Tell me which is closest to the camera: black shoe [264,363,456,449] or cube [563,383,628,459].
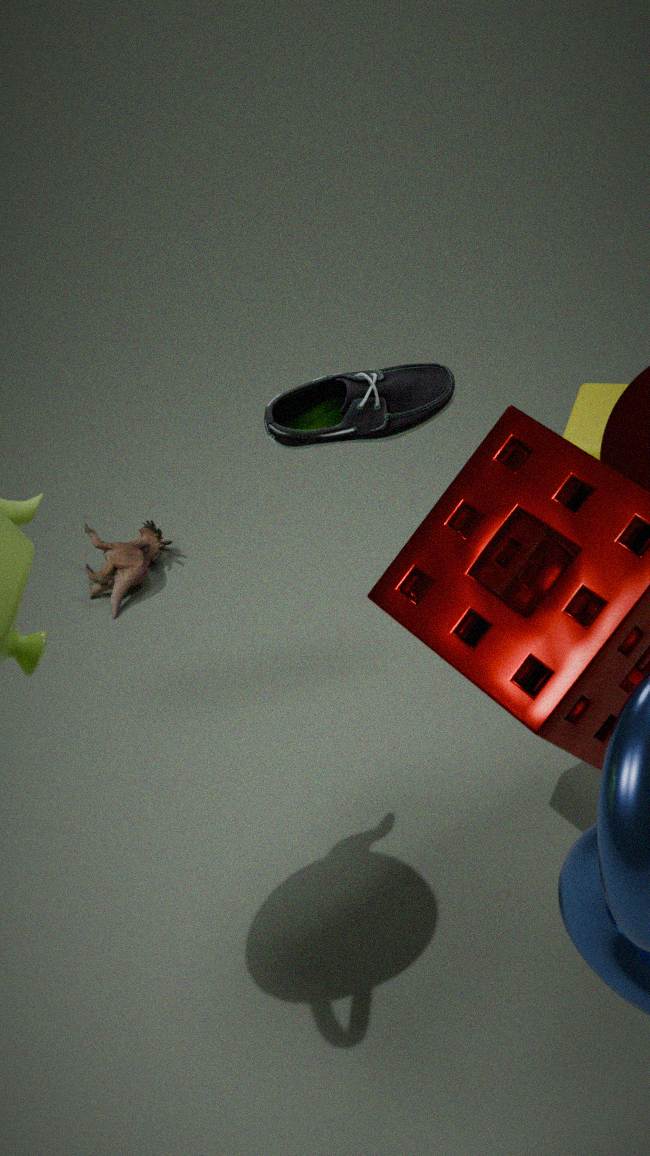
Answer: black shoe [264,363,456,449]
